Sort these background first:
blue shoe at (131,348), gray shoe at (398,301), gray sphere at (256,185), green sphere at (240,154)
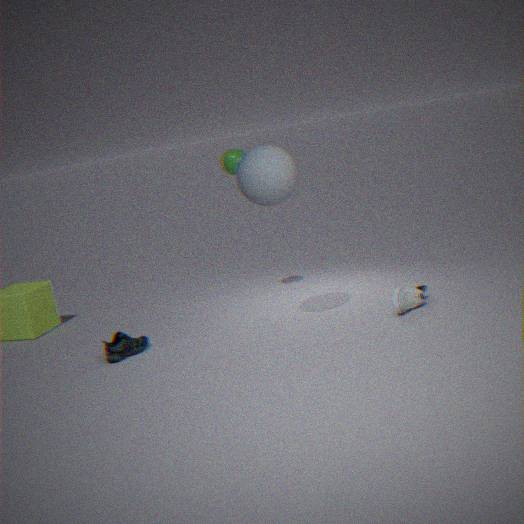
green sphere at (240,154)
blue shoe at (131,348)
gray shoe at (398,301)
gray sphere at (256,185)
